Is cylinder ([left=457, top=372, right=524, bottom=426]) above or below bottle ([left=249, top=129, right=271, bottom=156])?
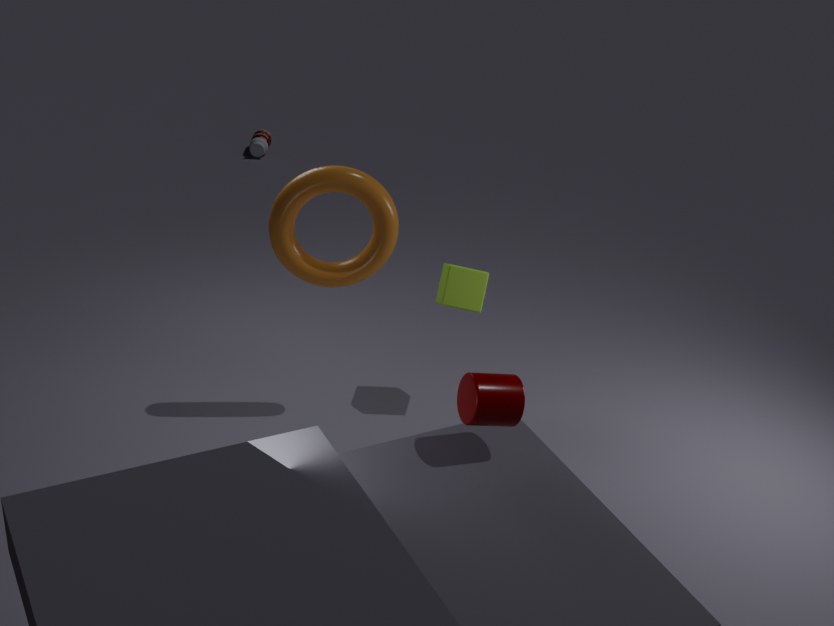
above
